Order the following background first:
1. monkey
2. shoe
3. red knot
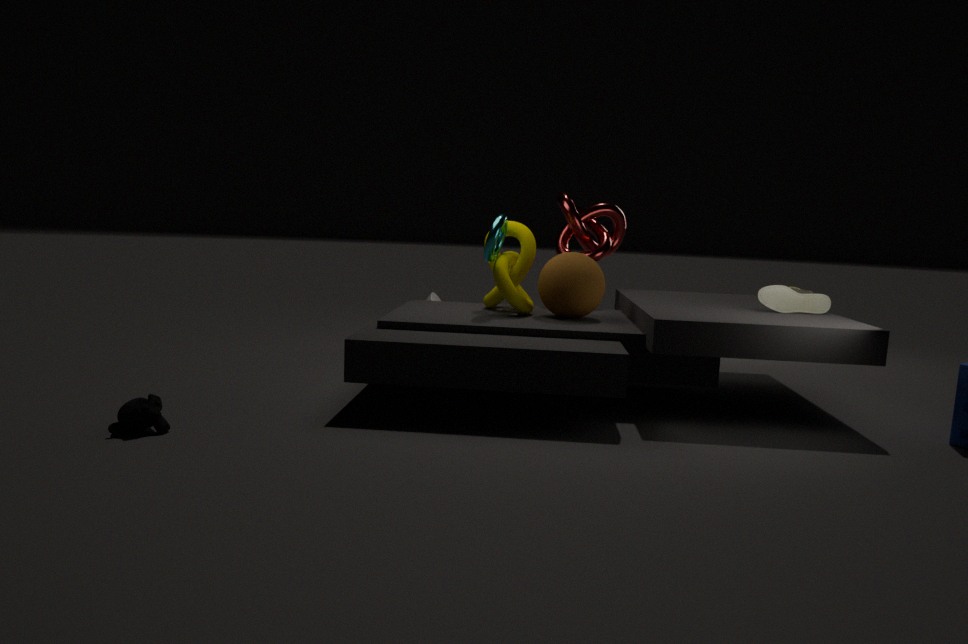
red knot
shoe
monkey
